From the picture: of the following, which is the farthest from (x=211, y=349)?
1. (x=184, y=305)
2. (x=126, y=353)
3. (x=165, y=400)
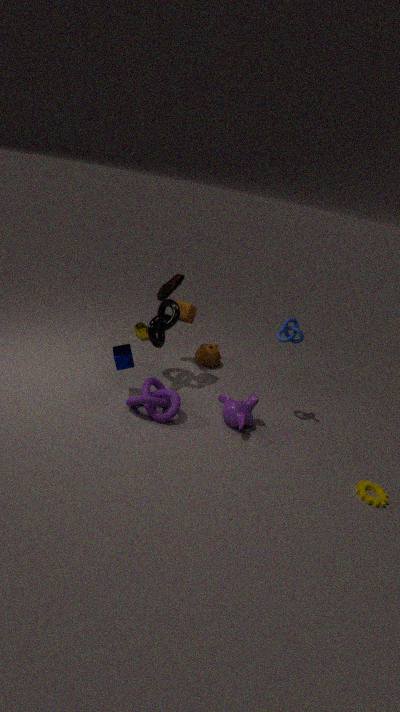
(x=126, y=353)
